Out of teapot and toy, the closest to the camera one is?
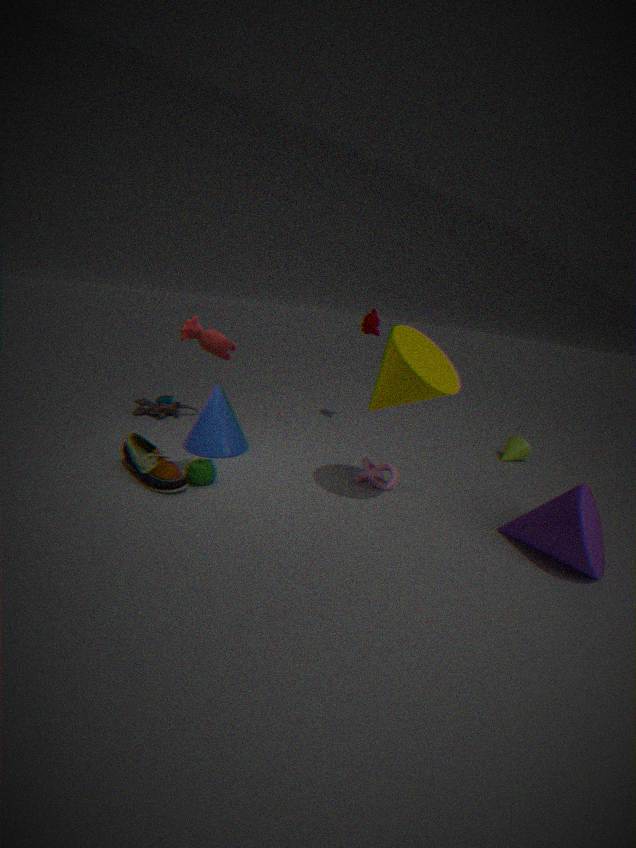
teapot
